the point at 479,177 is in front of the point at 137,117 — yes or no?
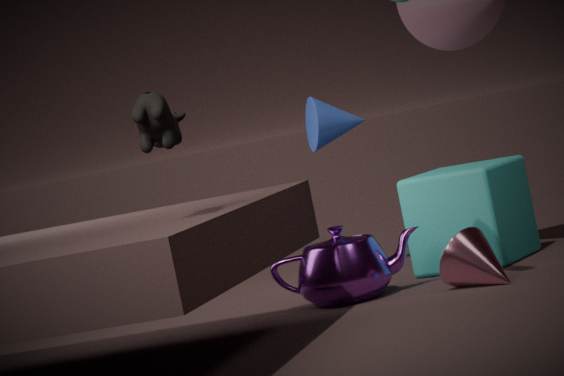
No
